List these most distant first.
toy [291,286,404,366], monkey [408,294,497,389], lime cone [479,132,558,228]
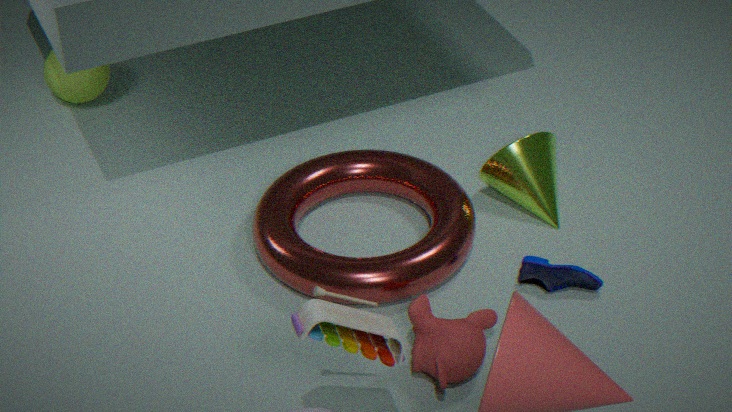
1. lime cone [479,132,558,228]
2. monkey [408,294,497,389]
3. toy [291,286,404,366]
